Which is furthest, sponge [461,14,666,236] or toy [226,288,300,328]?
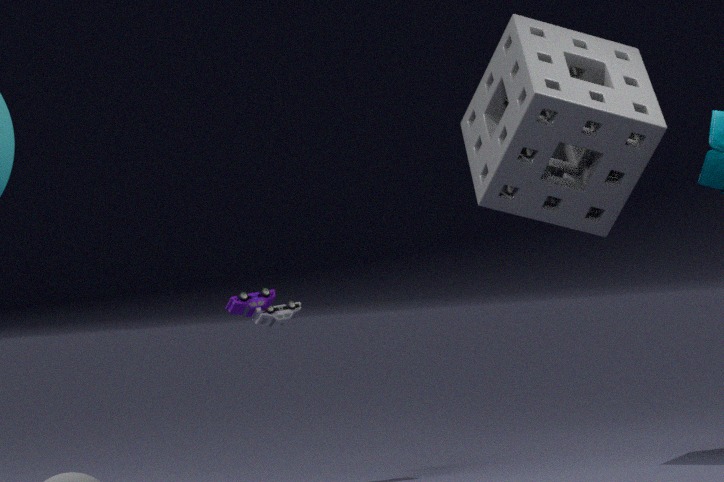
toy [226,288,300,328]
